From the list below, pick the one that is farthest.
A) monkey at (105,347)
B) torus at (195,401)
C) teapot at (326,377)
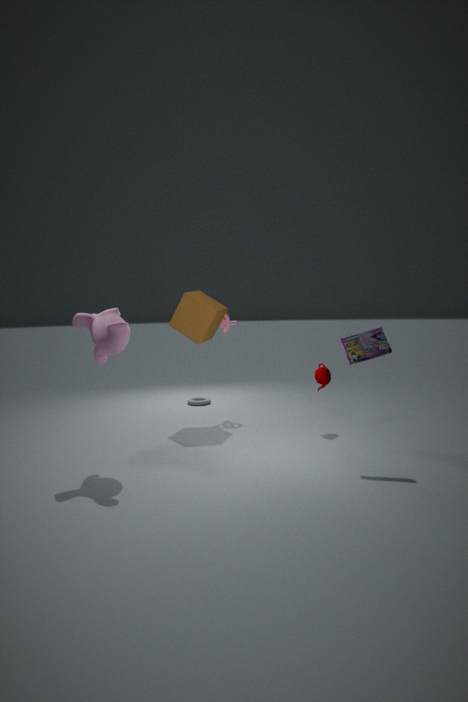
torus at (195,401)
